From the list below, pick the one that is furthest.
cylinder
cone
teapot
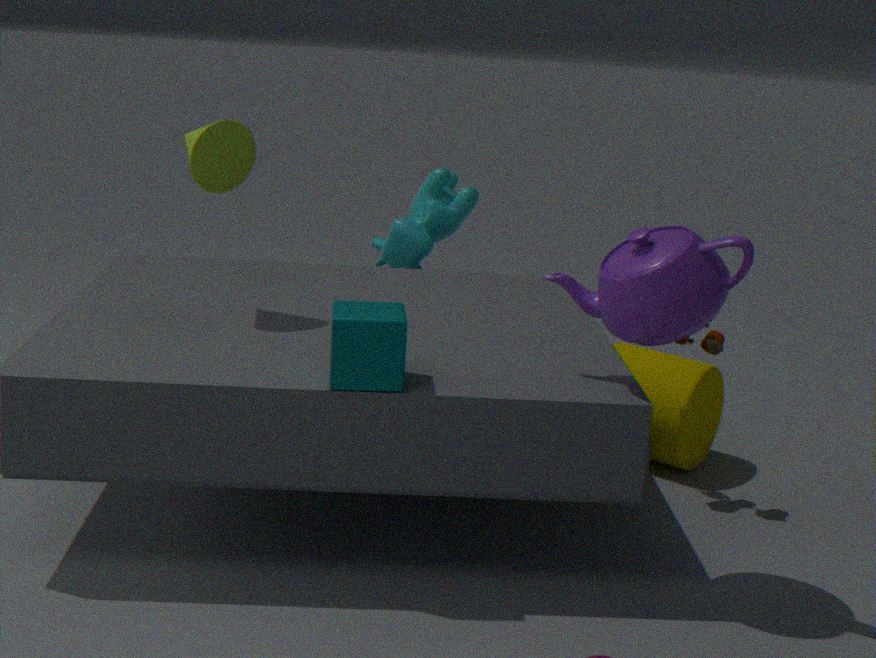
cylinder
